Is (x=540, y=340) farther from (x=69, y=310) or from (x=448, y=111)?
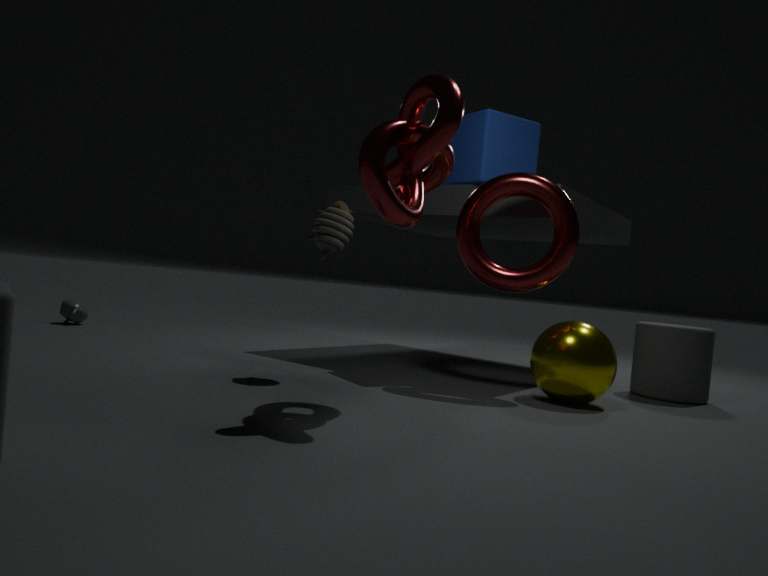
(x=69, y=310)
